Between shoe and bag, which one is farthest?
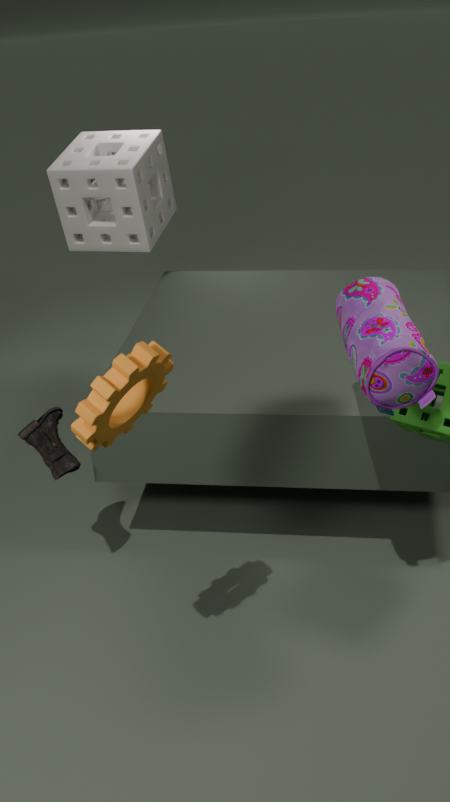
shoe
